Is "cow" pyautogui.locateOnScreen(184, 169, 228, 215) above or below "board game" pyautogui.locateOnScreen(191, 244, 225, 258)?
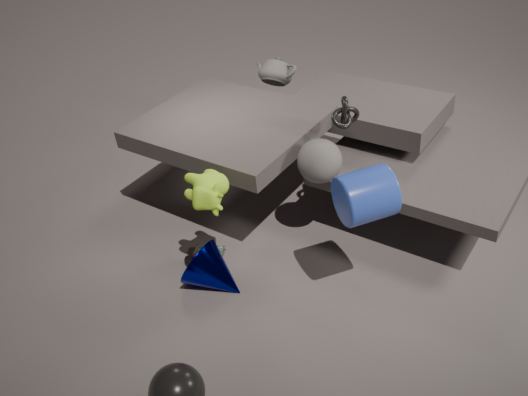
above
